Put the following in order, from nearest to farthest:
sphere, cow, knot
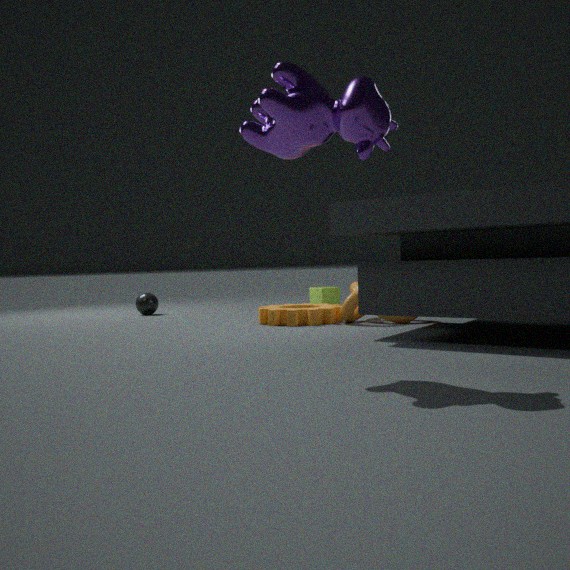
1. cow
2. knot
3. sphere
